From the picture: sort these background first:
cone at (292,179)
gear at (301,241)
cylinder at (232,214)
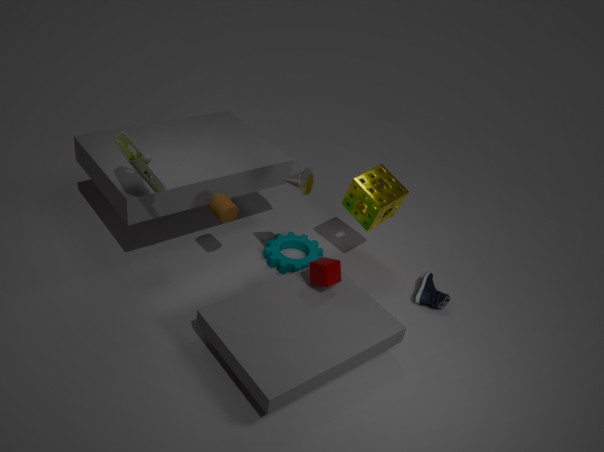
gear at (301,241) → cylinder at (232,214) → cone at (292,179)
